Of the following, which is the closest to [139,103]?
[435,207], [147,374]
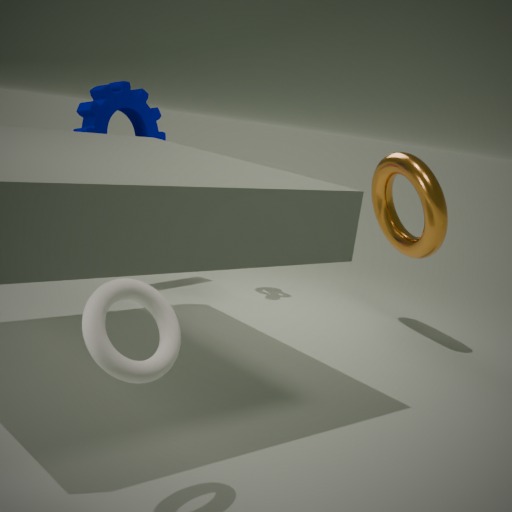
[435,207]
